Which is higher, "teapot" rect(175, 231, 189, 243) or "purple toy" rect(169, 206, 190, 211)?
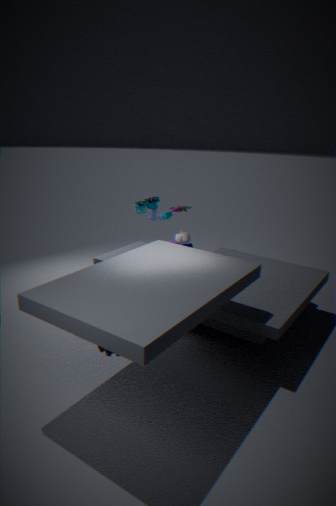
"purple toy" rect(169, 206, 190, 211)
